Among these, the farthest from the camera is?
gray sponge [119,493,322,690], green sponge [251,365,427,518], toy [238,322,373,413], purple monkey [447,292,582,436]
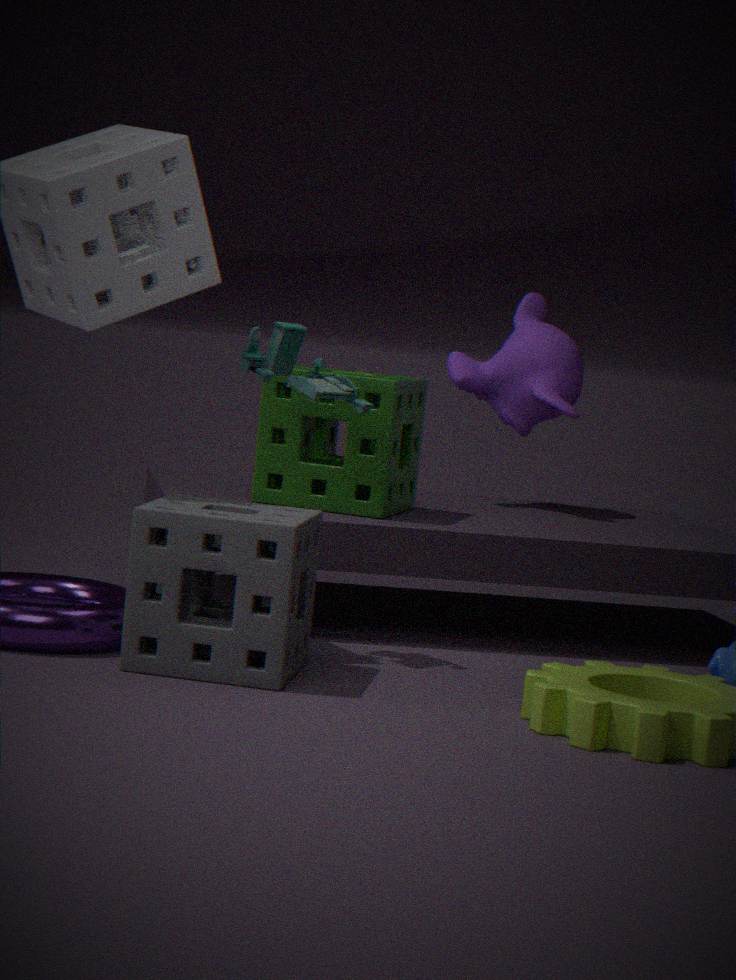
purple monkey [447,292,582,436]
